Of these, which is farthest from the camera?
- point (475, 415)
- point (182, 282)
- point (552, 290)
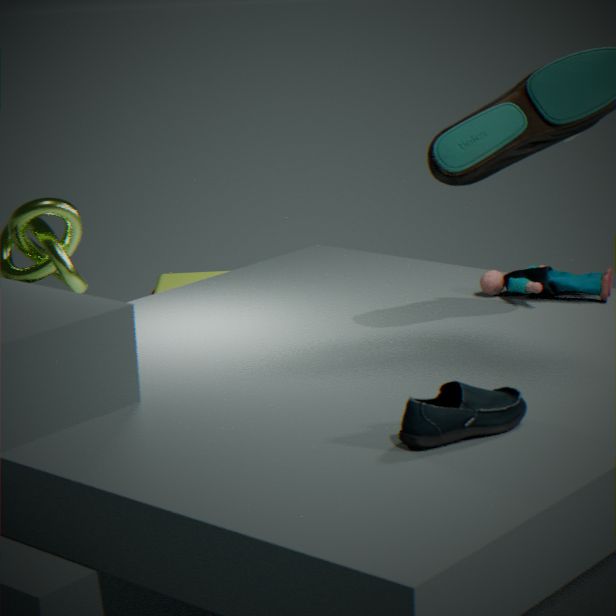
point (182, 282)
